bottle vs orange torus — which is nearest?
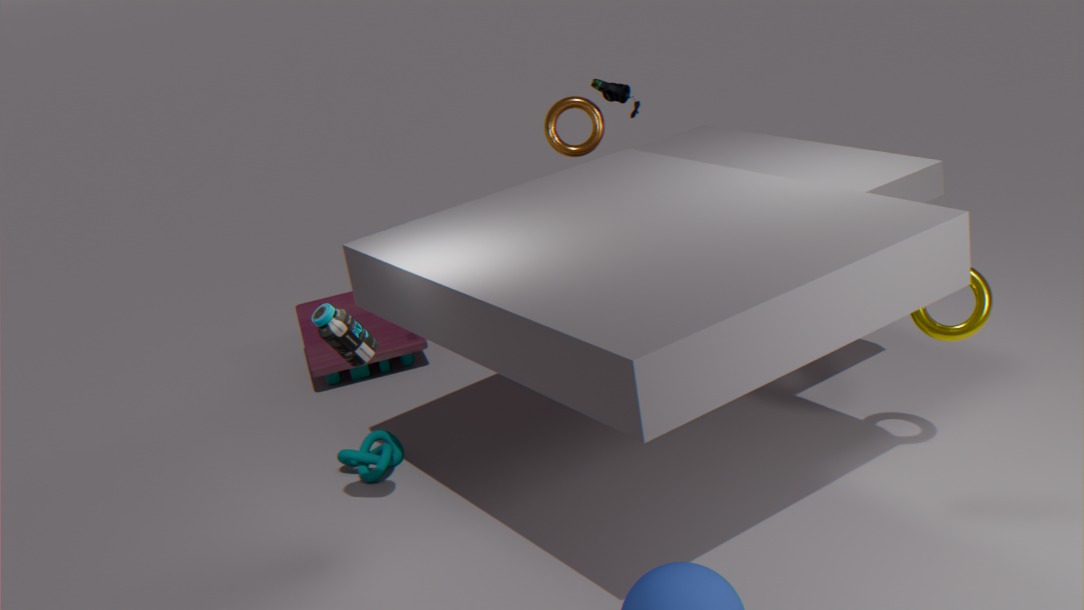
bottle
